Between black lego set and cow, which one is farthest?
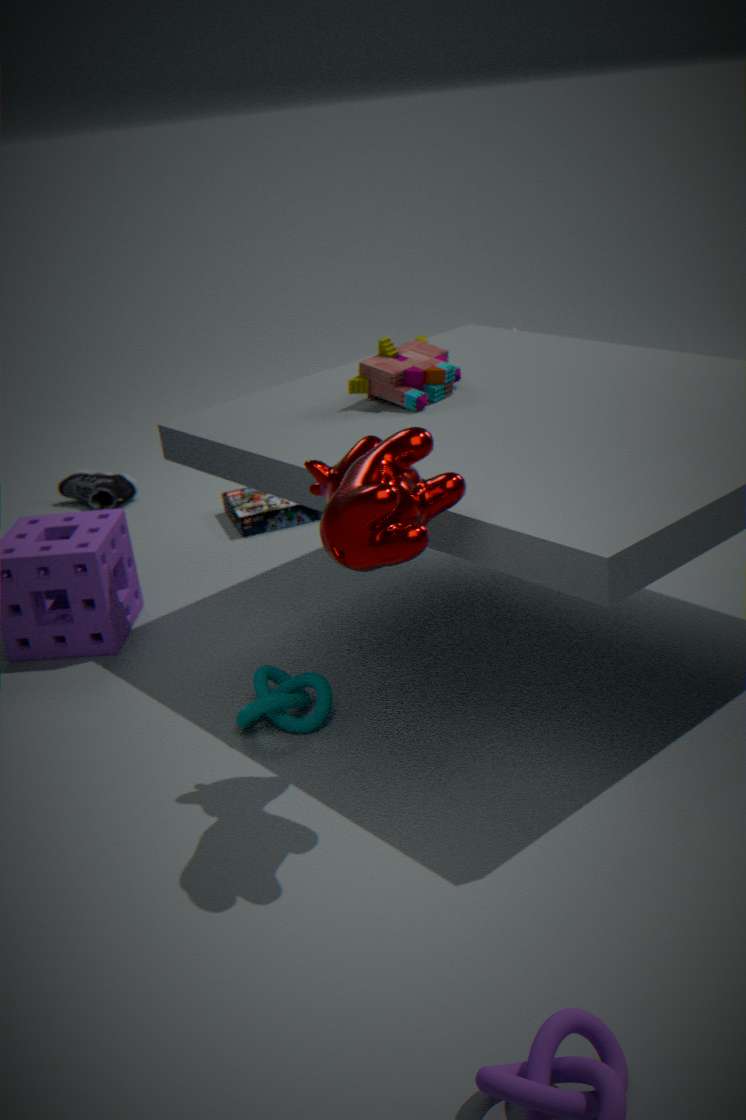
black lego set
